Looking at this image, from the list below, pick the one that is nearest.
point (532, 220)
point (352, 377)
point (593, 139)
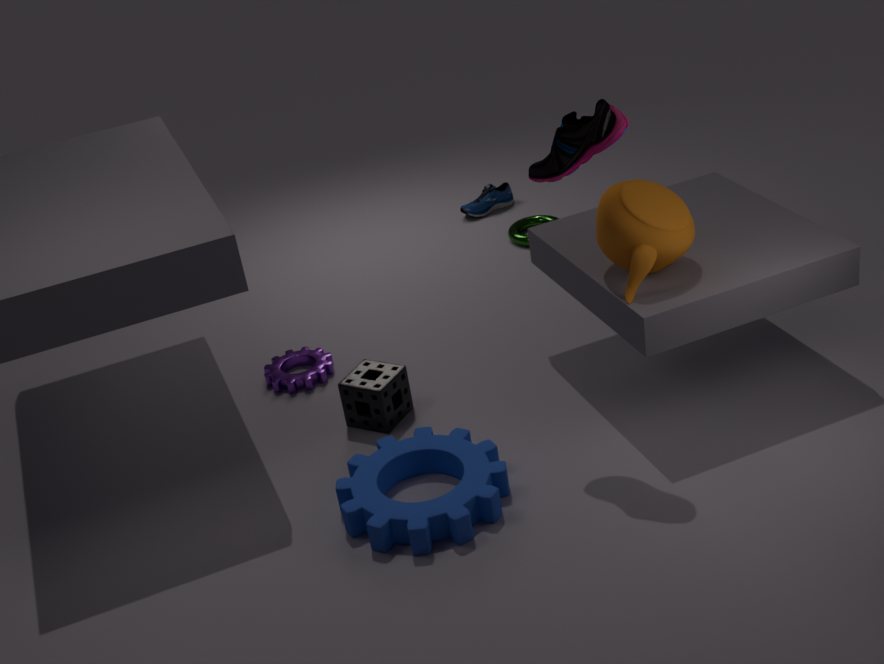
point (593, 139)
